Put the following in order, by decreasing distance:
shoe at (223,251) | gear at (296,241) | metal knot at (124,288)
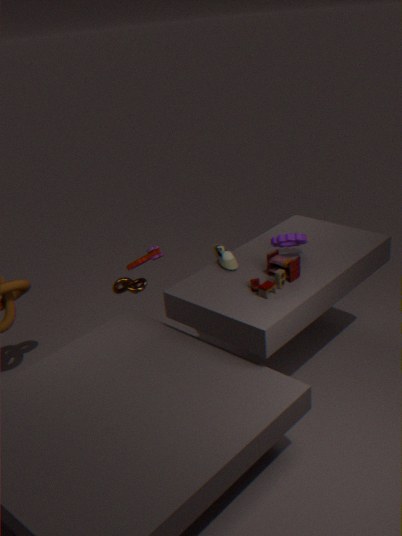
metal knot at (124,288) < shoe at (223,251) < gear at (296,241)
